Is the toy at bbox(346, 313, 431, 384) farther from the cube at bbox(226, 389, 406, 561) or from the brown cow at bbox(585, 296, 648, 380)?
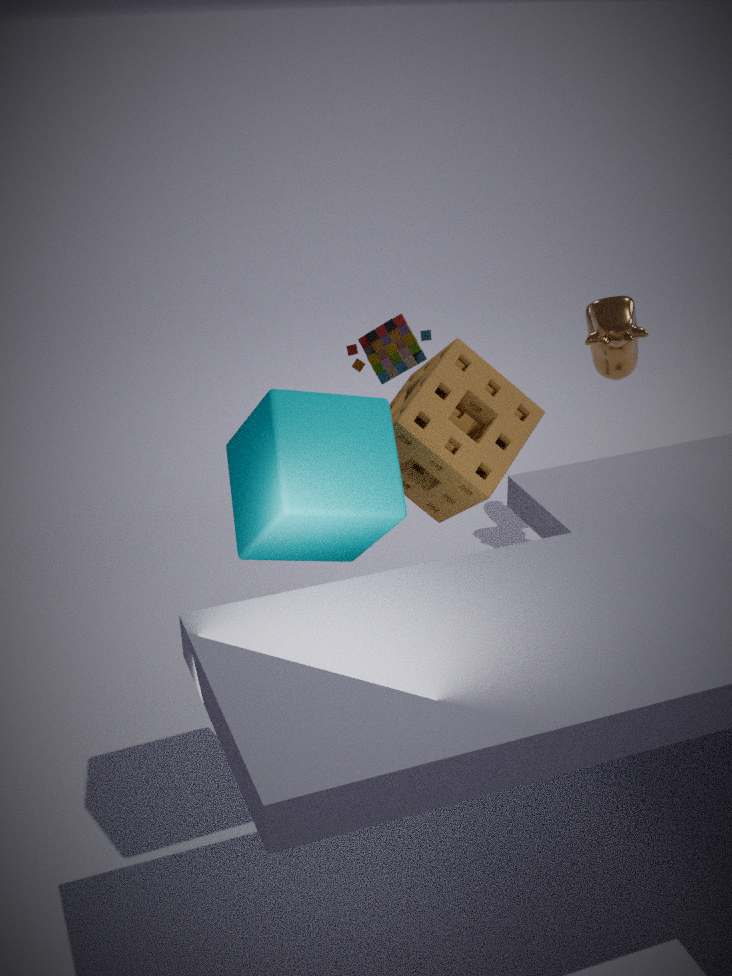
the brown cow at bbox(585, 296, 648, 380)
